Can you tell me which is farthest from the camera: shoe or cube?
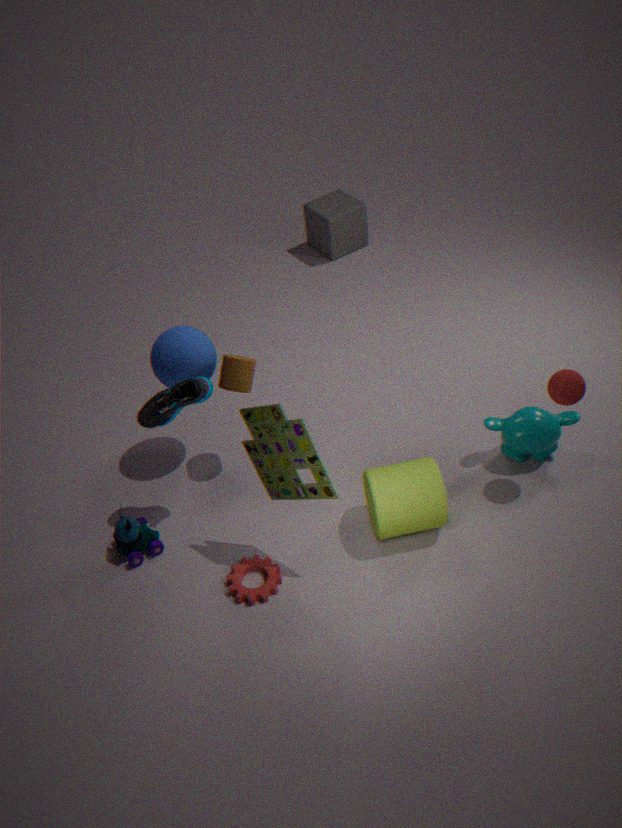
cube
